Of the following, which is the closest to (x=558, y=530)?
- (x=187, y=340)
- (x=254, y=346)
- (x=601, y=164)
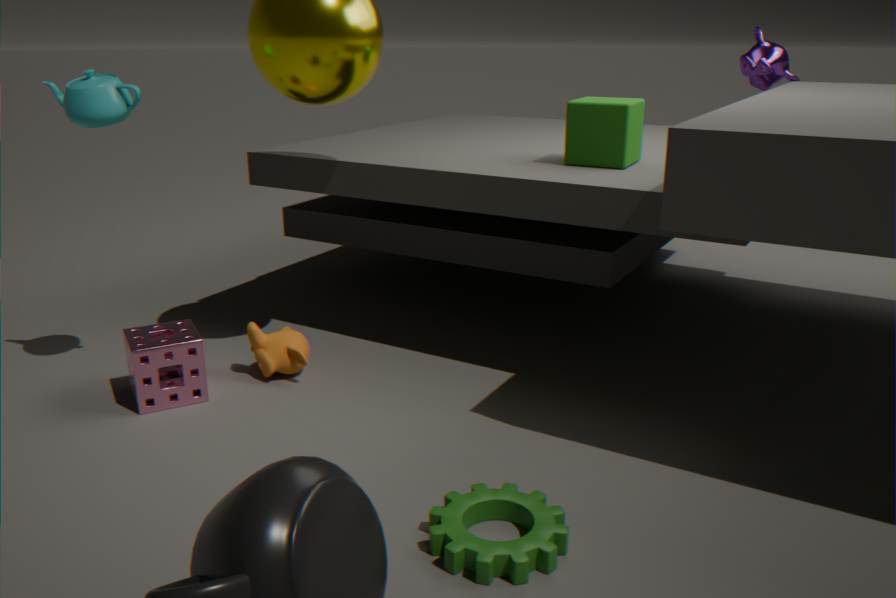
(x=254, y=346)
